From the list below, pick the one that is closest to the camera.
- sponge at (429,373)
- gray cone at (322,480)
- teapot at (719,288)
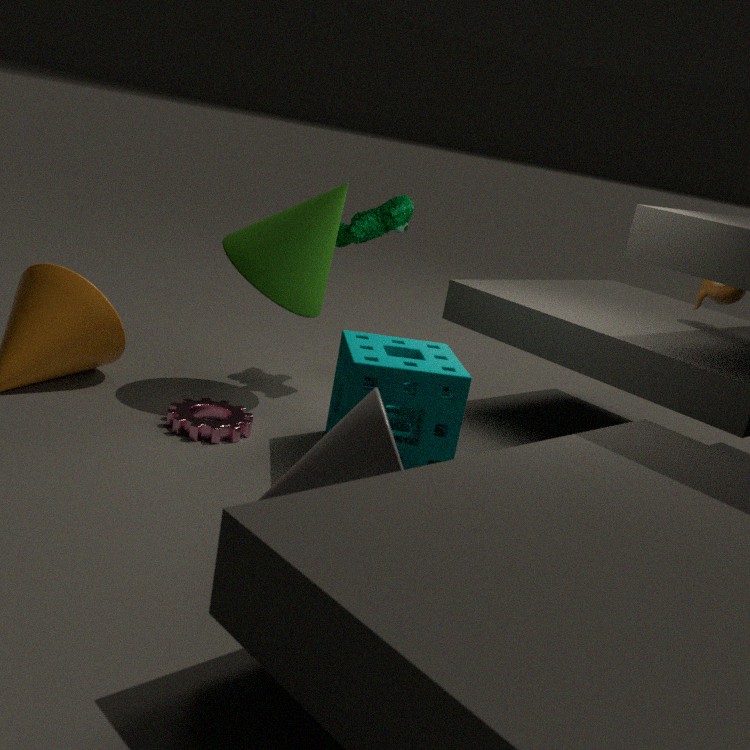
gray cone at (322,480)
